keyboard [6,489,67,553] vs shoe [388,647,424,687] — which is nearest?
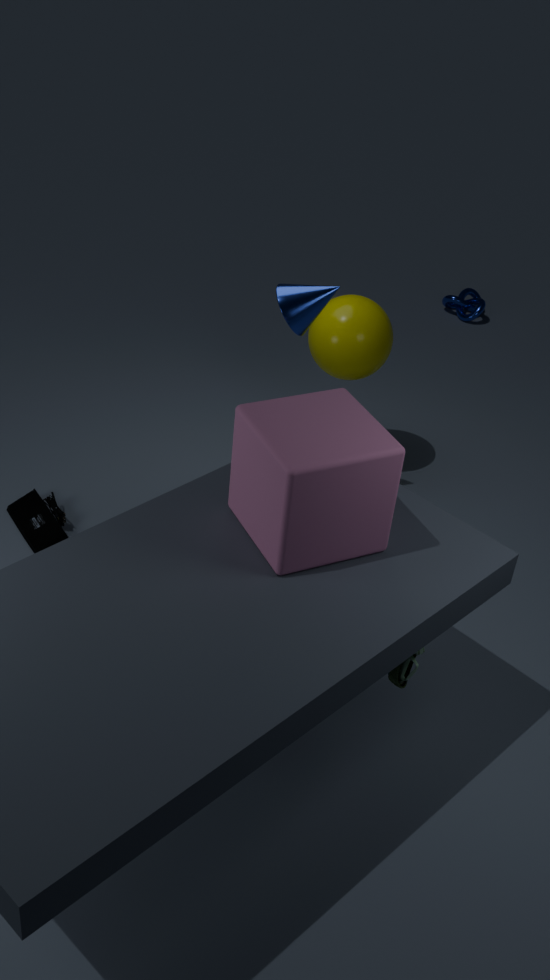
shoe [388,647,424,687]
